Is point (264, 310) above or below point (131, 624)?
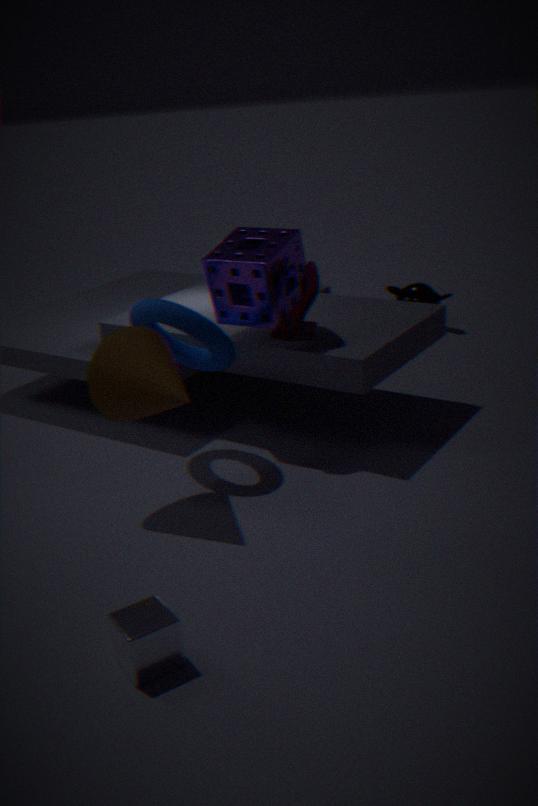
above
